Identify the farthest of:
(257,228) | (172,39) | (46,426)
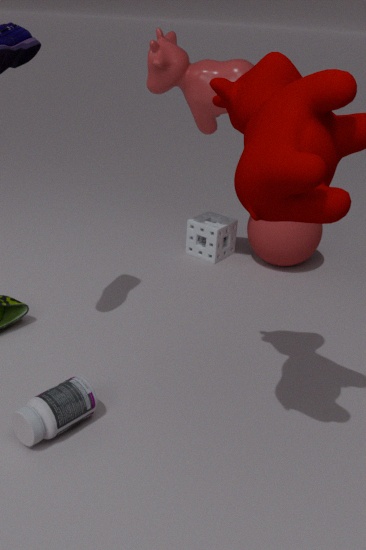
(257,228)
